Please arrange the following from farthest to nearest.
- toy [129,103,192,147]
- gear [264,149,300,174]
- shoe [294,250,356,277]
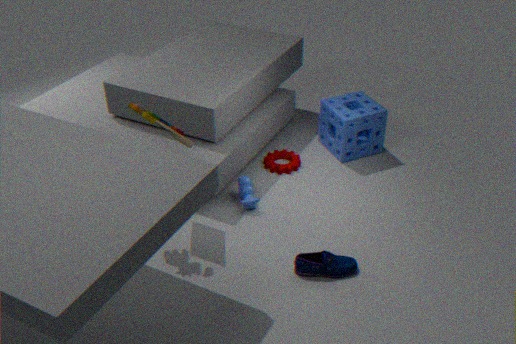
gear [264,149,300,174] < shoe [294,250,356,277] < toy [129,103,192,147]
